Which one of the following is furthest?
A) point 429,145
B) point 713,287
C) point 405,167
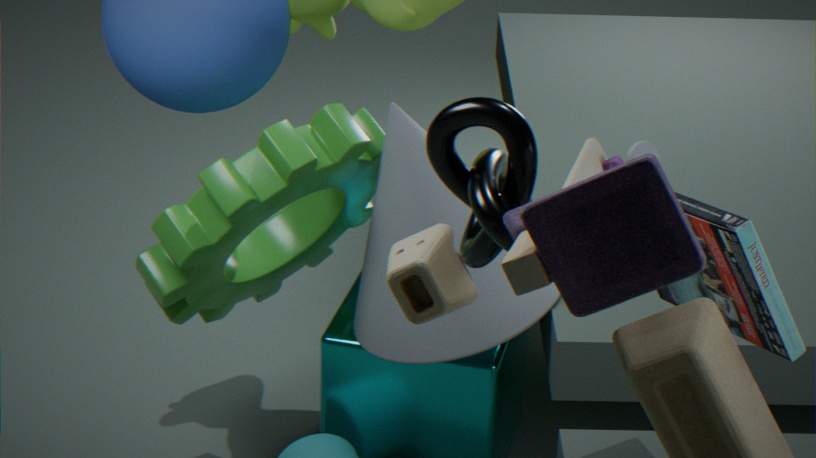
point 405,167
